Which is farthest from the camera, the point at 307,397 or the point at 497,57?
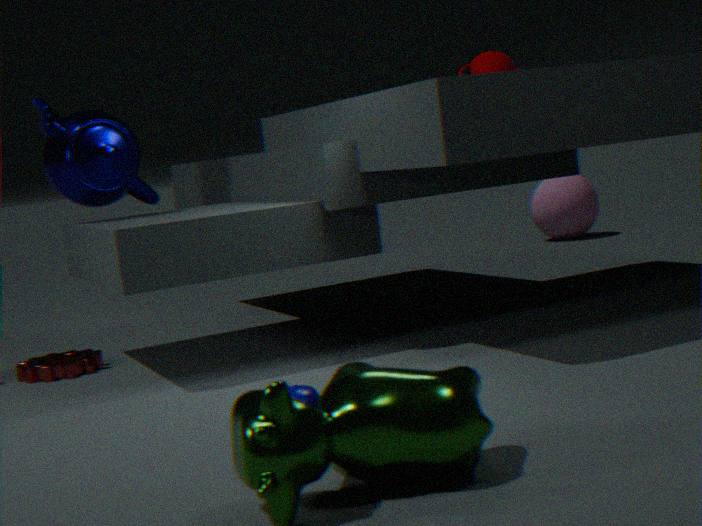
the point at 497,57
